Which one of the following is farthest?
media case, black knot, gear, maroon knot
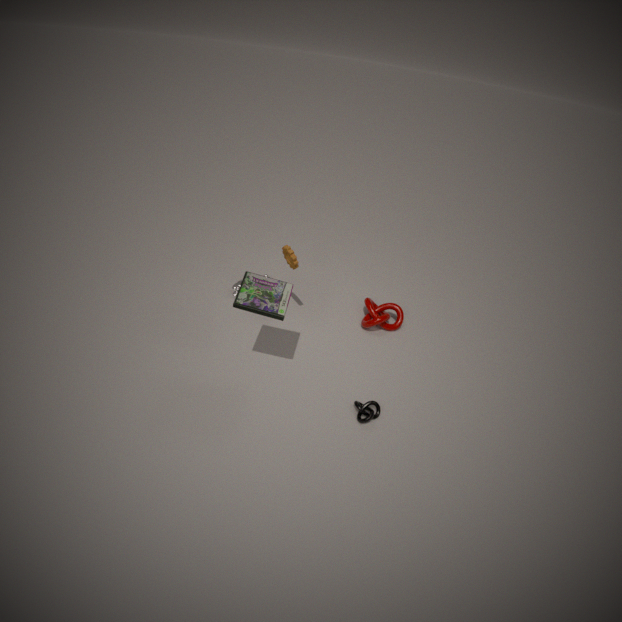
maroon knot
